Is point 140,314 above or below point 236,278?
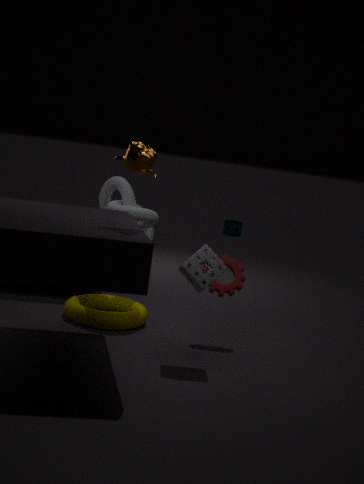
below
